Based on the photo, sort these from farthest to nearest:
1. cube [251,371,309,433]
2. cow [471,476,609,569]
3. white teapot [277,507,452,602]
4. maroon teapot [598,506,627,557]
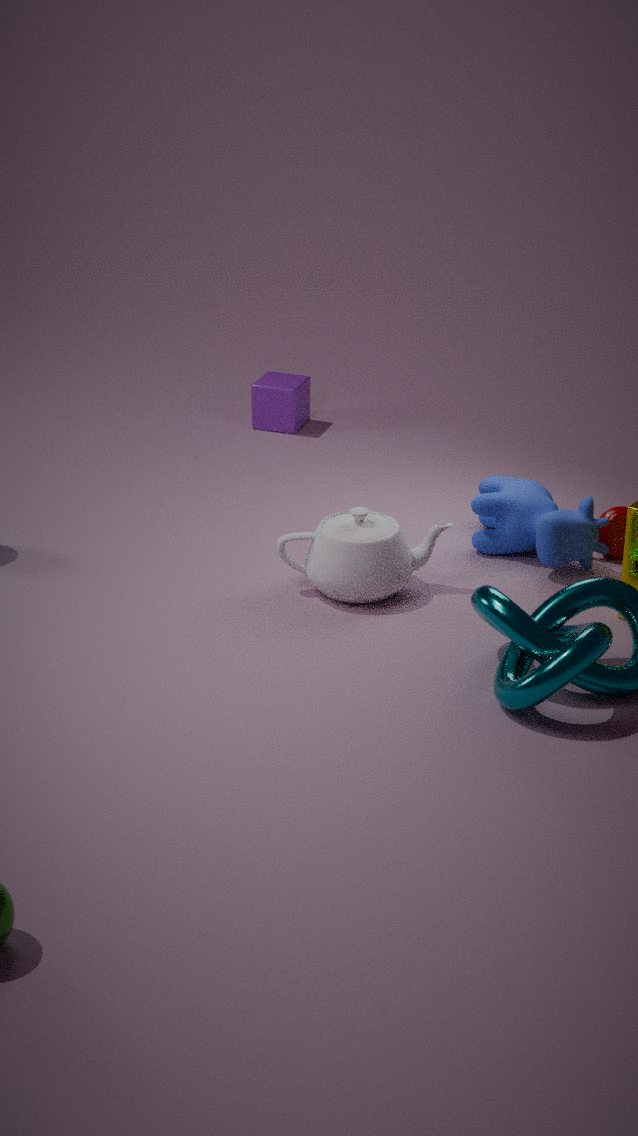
1. cube [251,371,309,433]
2. maroon teapot [598,506,627,557]
3. cow [471,476,609,569]
4. white teapot [277,507,452,602]
